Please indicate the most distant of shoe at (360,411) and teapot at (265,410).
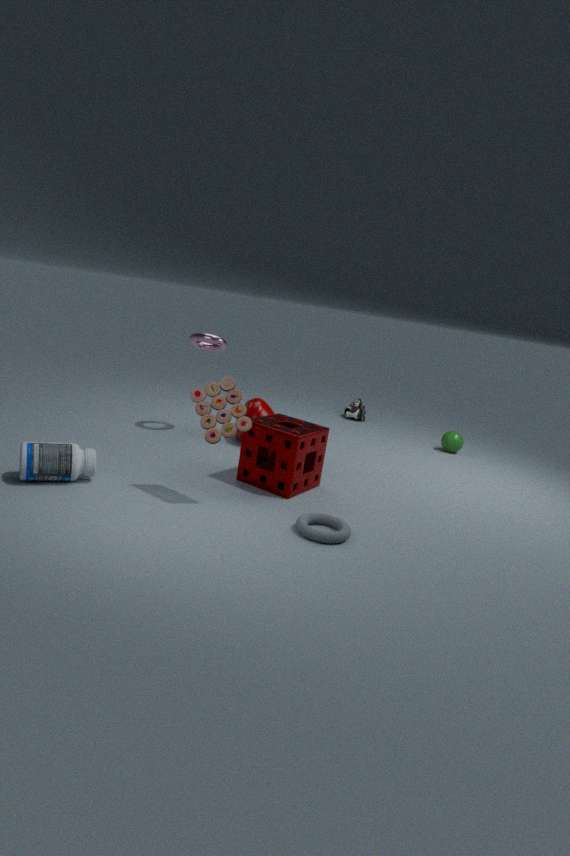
shoe at (360,411)
